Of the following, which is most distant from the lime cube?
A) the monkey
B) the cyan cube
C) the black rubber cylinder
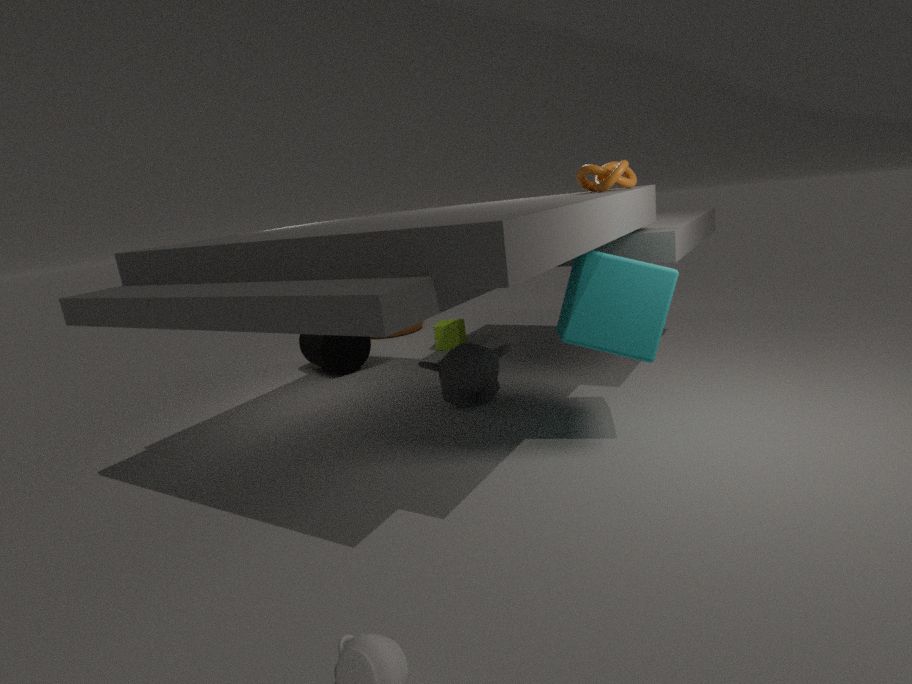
the cyan cube
